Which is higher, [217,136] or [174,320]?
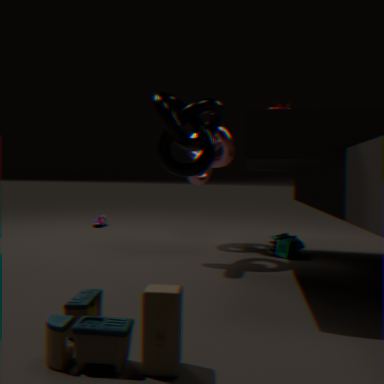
[217,136]
